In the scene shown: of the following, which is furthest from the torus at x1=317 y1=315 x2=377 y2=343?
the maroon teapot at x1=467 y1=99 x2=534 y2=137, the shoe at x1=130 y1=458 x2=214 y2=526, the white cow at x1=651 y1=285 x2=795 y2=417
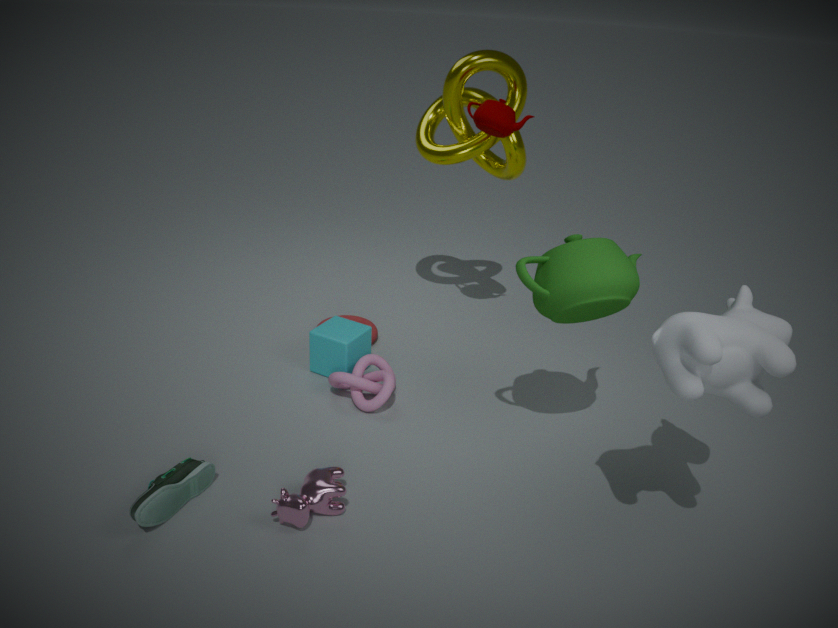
the white cow at x1=651 y1=285 x2=795 y2=417
